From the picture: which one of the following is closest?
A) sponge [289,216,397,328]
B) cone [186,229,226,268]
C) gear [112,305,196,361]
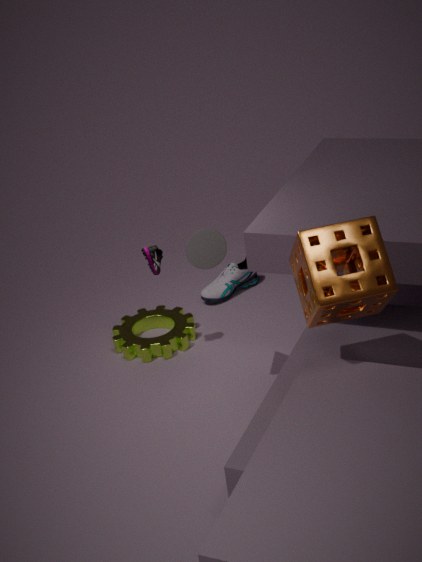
sponge [289,216,397,328]
